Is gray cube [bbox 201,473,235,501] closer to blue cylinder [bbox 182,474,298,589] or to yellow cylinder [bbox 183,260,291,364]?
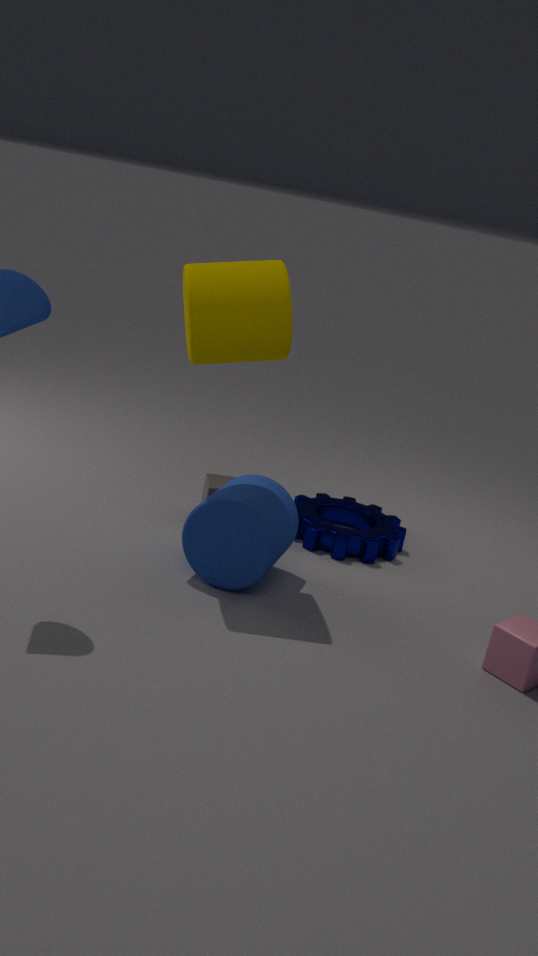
blue cylinder [bbox 182,474,298,589]
